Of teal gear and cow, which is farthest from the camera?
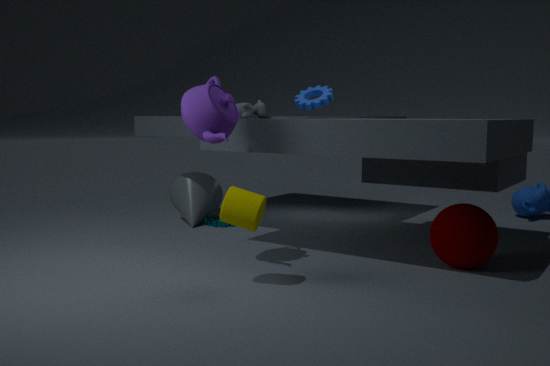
teal gear
